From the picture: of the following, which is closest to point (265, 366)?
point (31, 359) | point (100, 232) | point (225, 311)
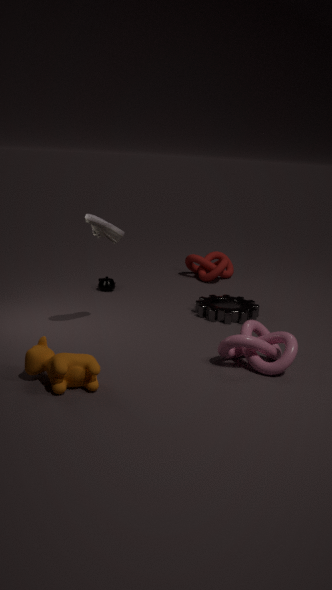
point (225, 311)
